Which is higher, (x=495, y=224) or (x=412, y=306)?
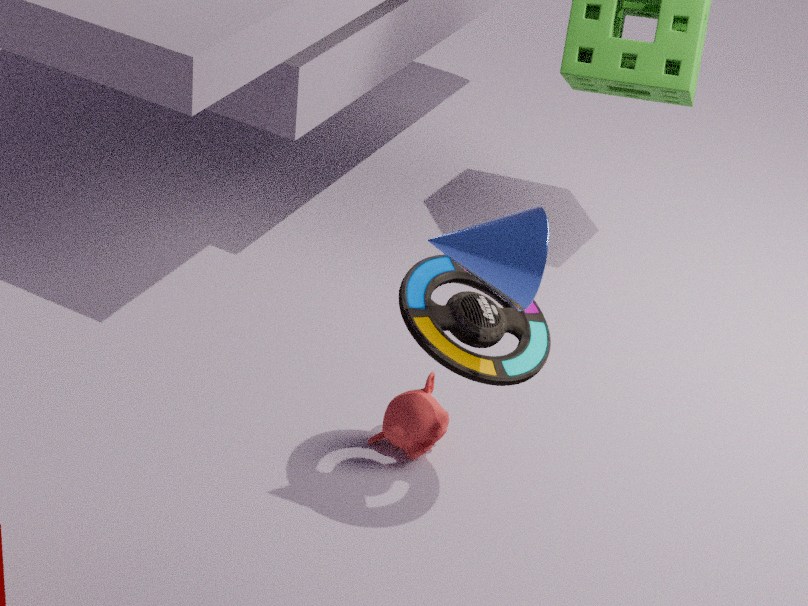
(x=495, y=224)
